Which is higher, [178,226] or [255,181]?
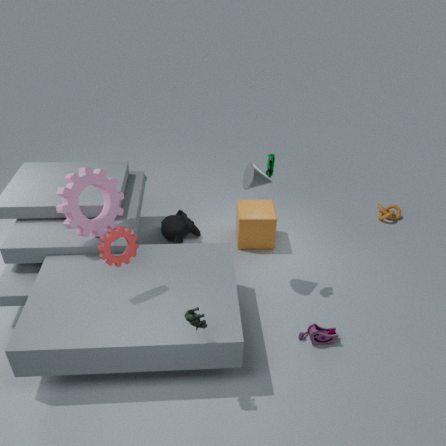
[255,181]
